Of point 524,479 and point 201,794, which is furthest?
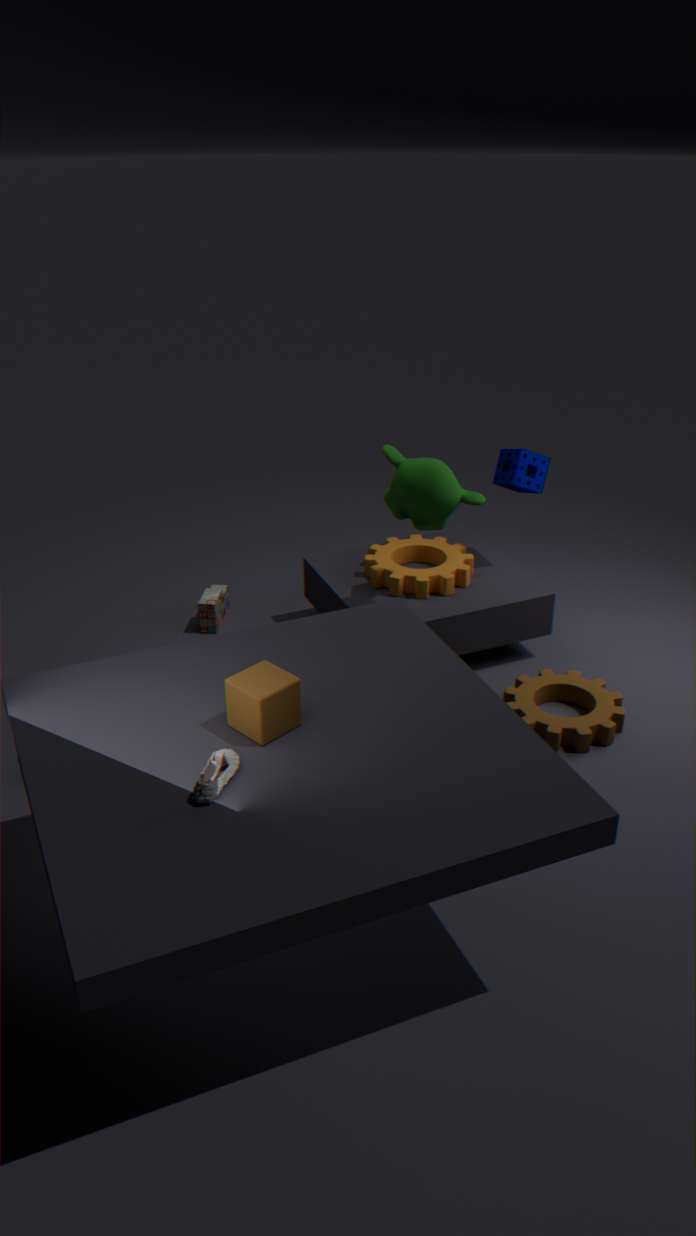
point 524,479
